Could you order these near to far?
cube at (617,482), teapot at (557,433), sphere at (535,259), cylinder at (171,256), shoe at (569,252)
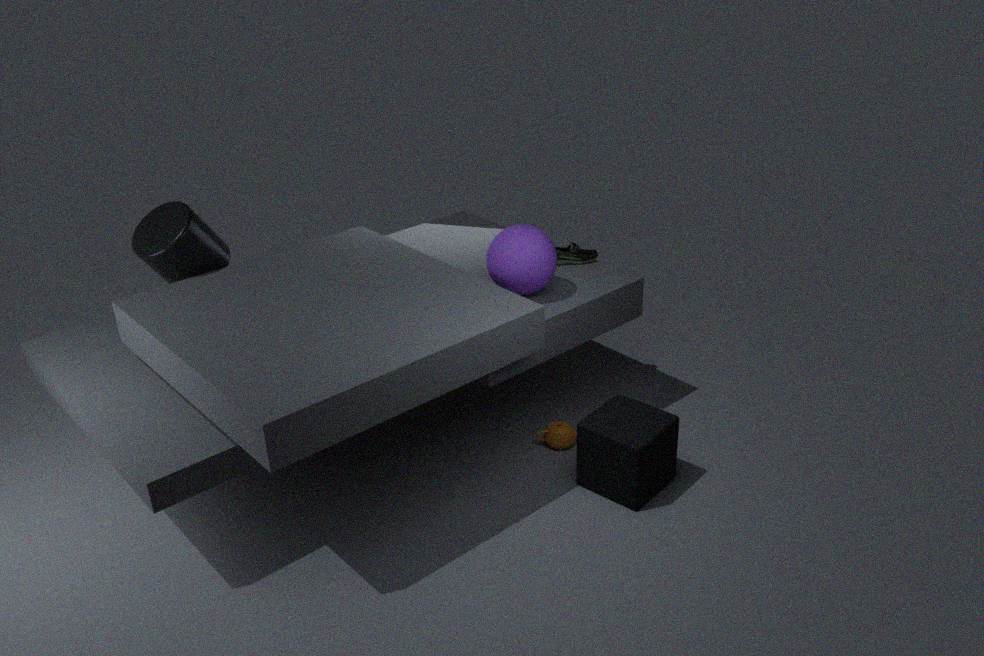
1. cube at (617,482)
2. sphere at (535,259)
3. cylinder at (171,256)
4. teapot at (557,433)
5. shoe at (569,252)
